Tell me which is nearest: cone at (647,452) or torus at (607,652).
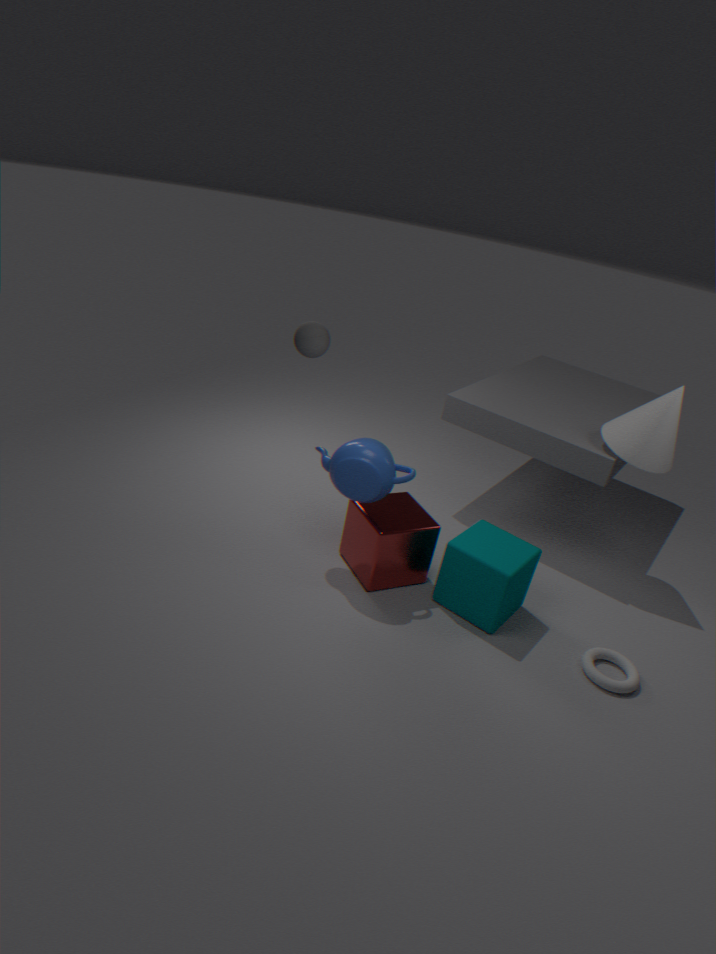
torus at (607,652)
